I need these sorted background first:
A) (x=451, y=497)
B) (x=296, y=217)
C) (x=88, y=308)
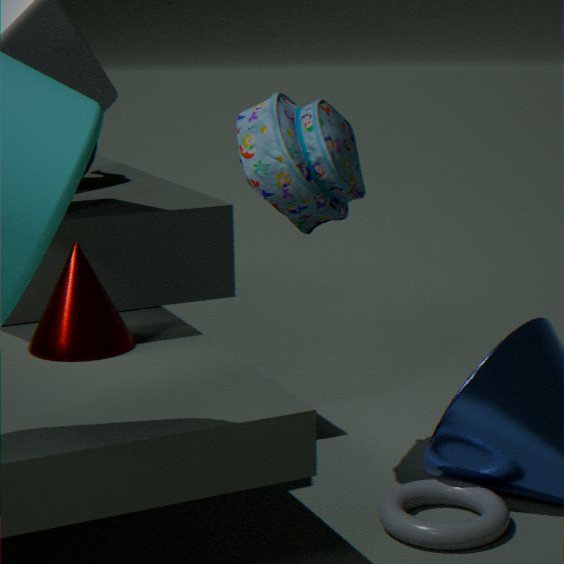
(x=451, y=497), (x=296, y=217), (x=88, y=308)
